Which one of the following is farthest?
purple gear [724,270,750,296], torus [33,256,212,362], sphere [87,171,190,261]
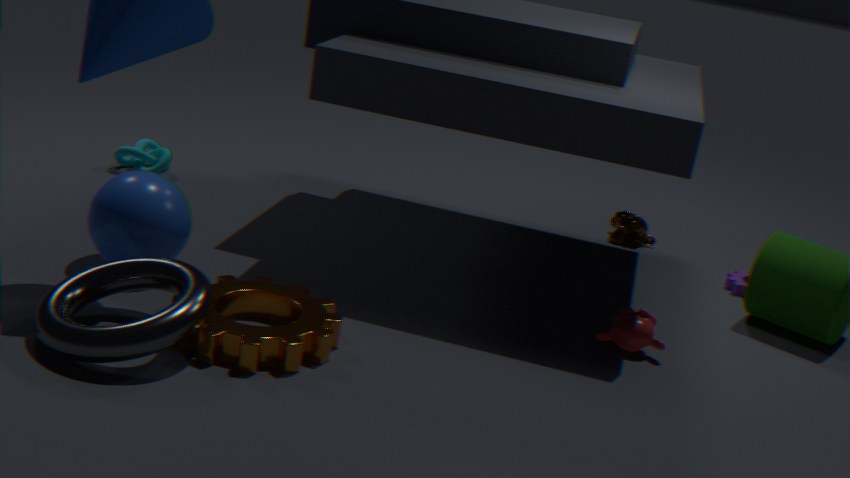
purple gear [724,270,750,296]
